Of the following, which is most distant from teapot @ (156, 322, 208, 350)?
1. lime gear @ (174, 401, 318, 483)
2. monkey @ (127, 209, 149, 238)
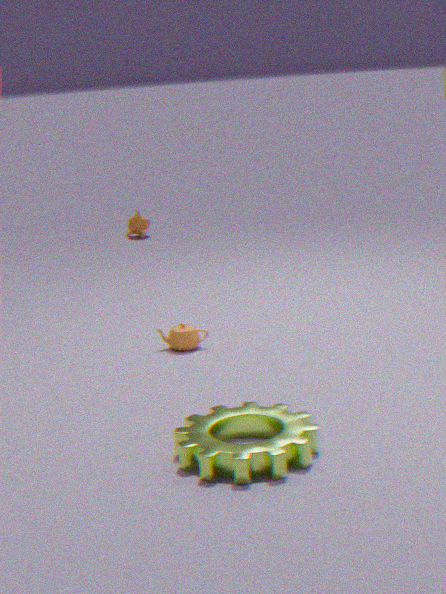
monkey @ (127, 209, 149, 238)
